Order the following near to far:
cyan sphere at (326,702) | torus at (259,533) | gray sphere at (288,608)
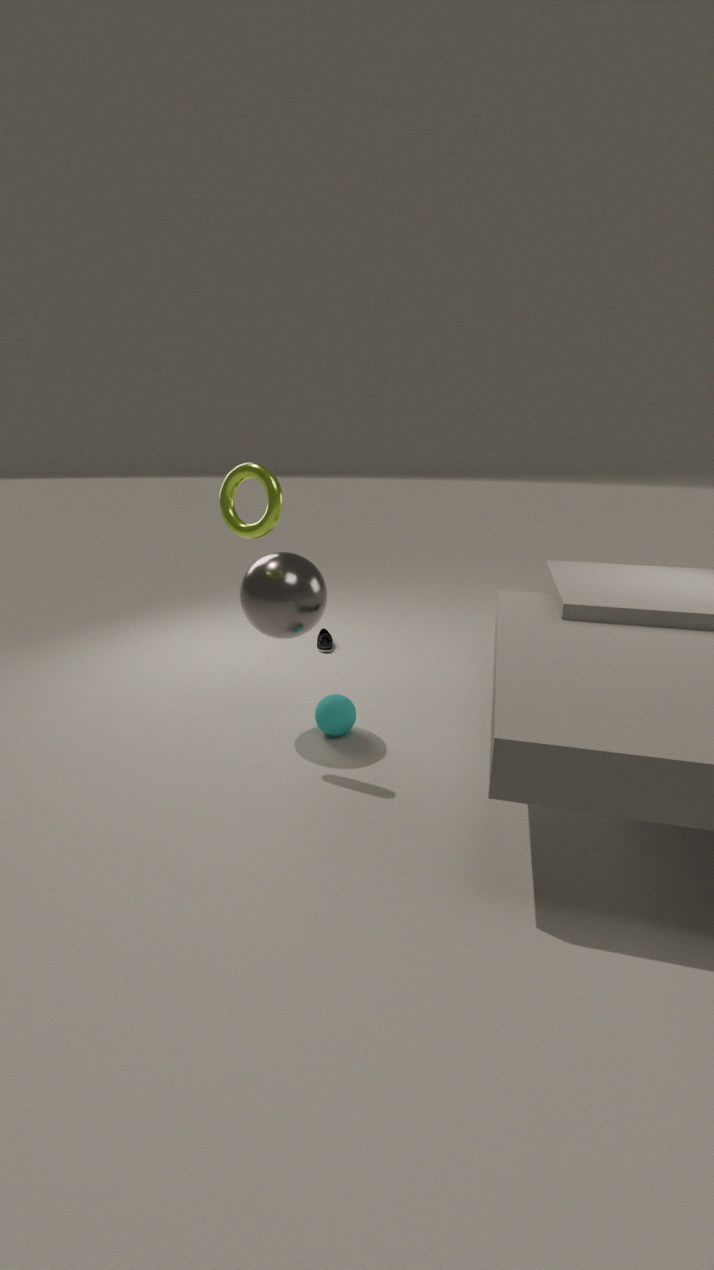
torus at (259,533) → gray sphere at (288,608) → cyan sphere at (326,702)
